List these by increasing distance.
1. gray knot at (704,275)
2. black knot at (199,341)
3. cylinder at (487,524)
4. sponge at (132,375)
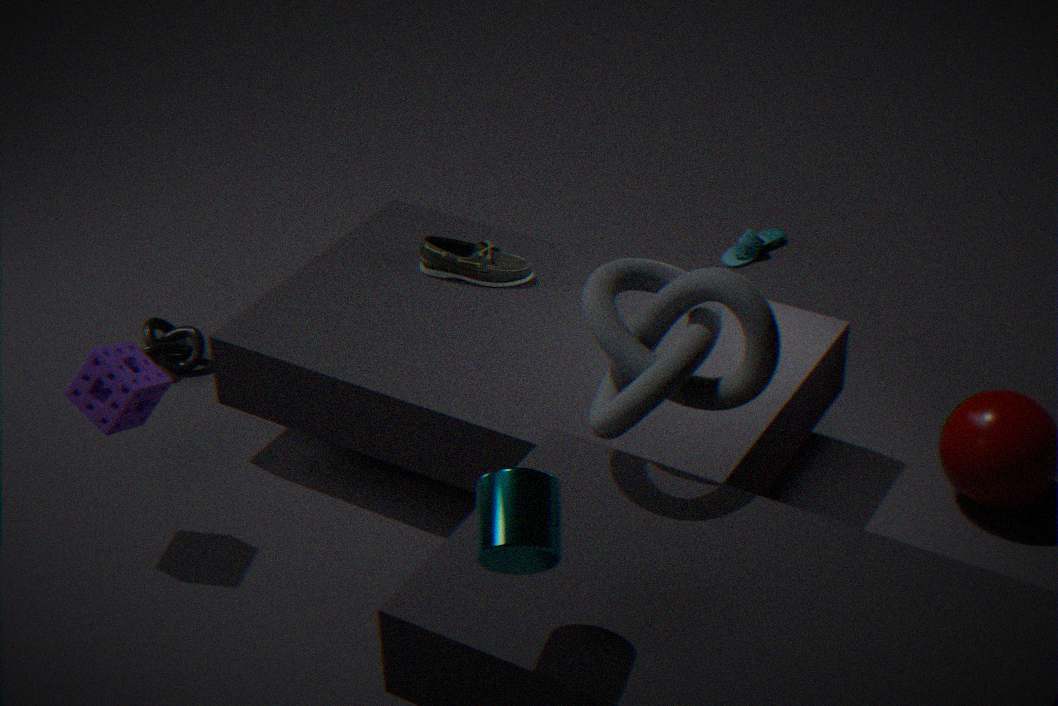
cylinder at (487,524) < gray knot at (704,275) < sponge at (132,375) < black knot at (199,341)
